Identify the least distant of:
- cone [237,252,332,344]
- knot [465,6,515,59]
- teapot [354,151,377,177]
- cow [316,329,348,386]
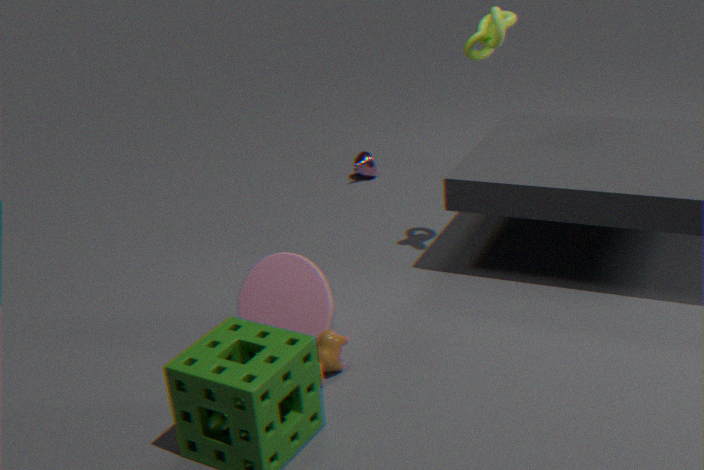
cow [316,329,348,386]
